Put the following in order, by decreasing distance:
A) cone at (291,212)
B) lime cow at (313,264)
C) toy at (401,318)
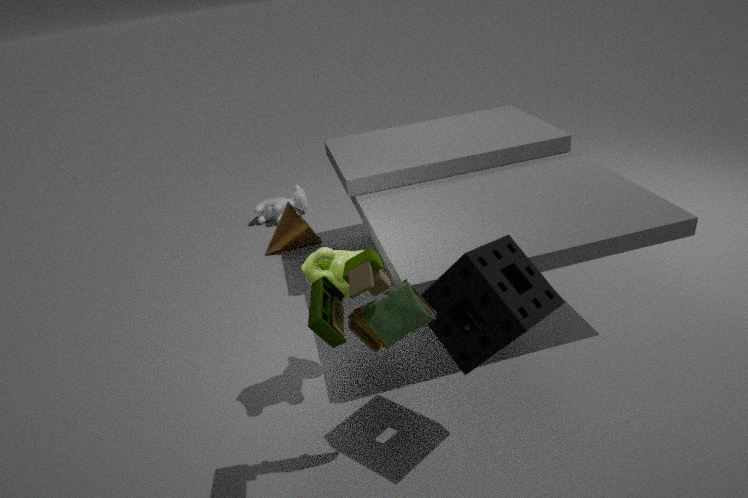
cone at (291,212), lime cow at (313,264), toy at (401,318)
